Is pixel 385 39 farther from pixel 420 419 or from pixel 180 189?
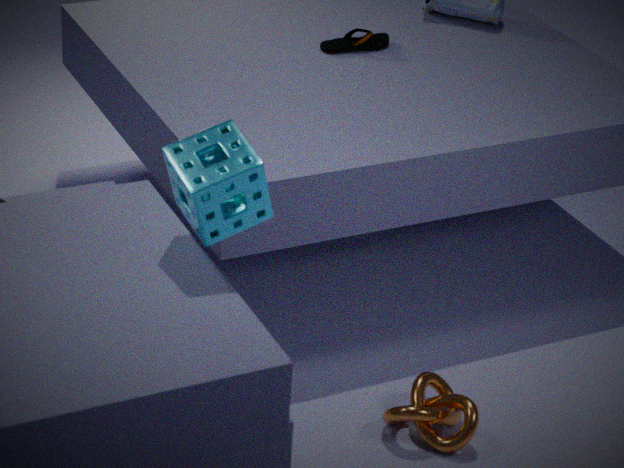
pixel 180 189
